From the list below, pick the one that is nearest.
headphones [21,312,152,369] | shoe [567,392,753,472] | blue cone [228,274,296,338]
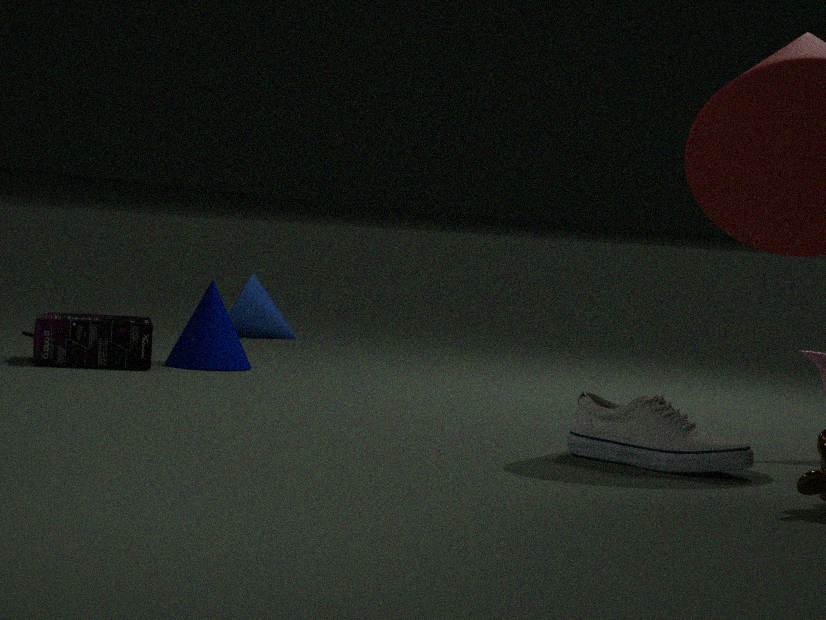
shoe [567,392,753,472]
